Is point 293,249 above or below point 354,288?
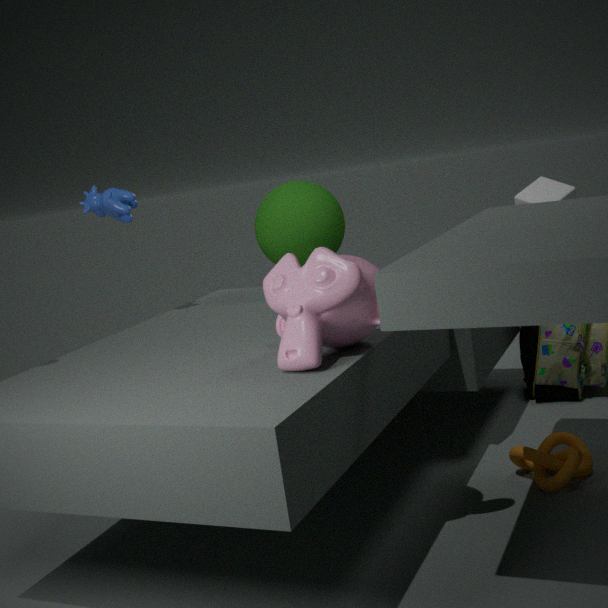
above
